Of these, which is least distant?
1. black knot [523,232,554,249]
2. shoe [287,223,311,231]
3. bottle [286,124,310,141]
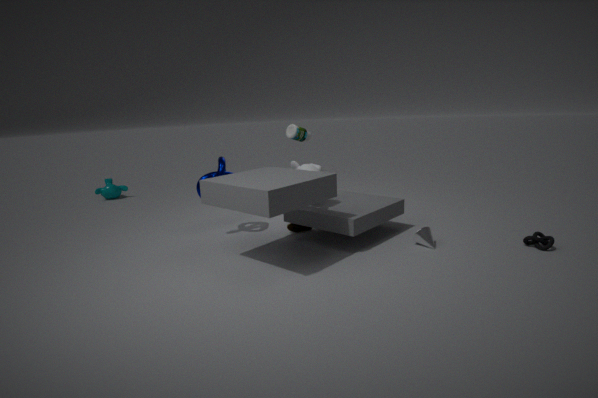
black knot [523,232,554,249]
